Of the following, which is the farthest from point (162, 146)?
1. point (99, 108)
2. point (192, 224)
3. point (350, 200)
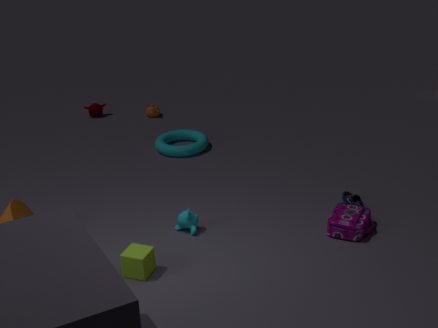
point (350, 200)
